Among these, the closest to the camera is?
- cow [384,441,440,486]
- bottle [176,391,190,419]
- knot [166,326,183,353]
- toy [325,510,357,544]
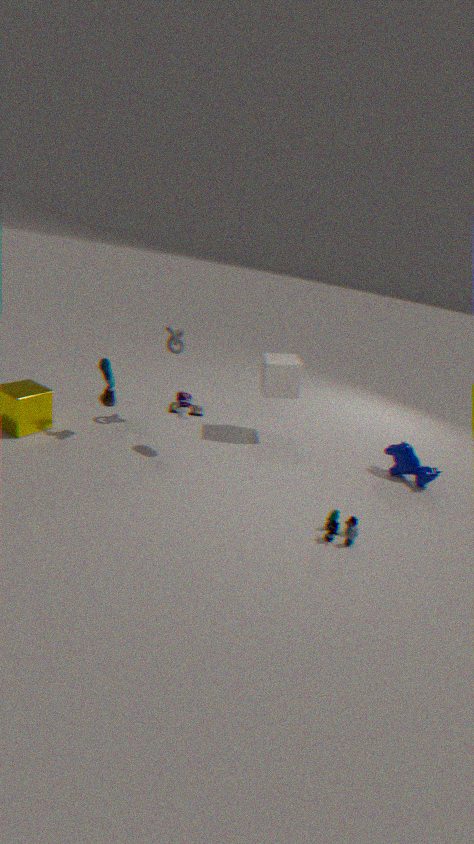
toy [325,510,357,544]
